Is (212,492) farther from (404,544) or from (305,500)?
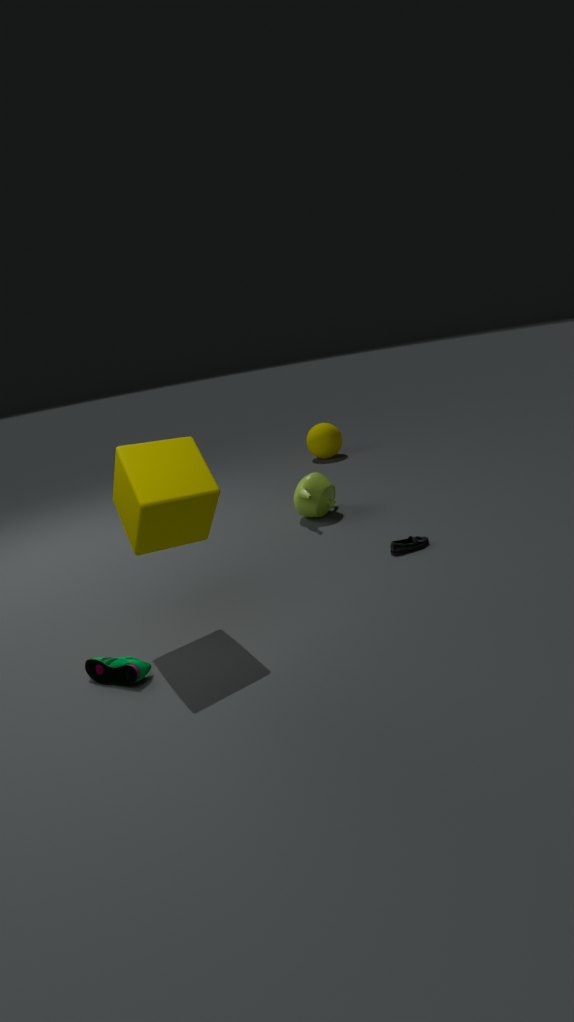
(305,500)
